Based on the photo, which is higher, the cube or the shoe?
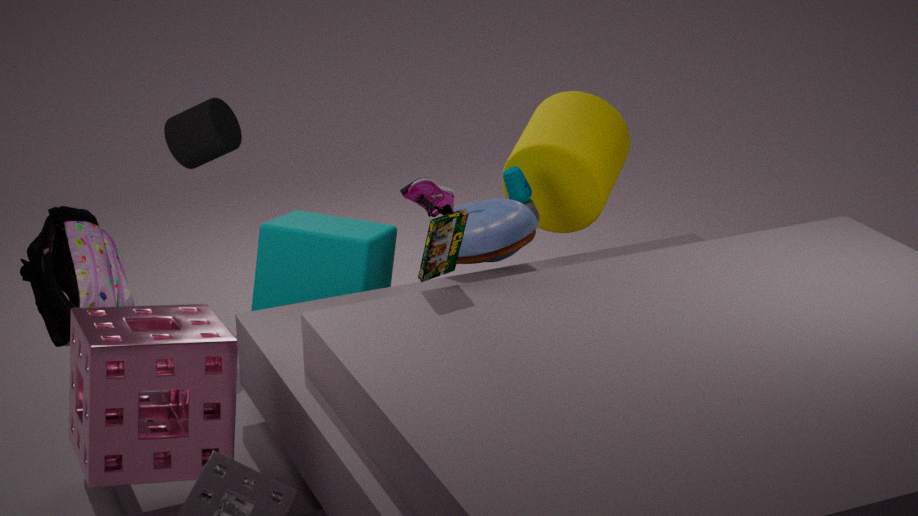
the shoe
